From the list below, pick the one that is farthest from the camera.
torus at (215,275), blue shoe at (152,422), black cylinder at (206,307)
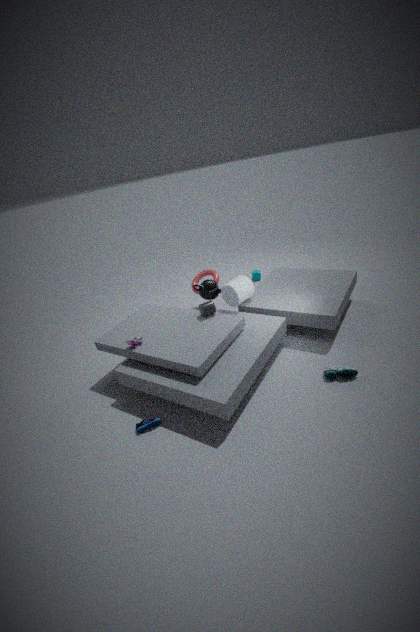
torus at (215,275)
